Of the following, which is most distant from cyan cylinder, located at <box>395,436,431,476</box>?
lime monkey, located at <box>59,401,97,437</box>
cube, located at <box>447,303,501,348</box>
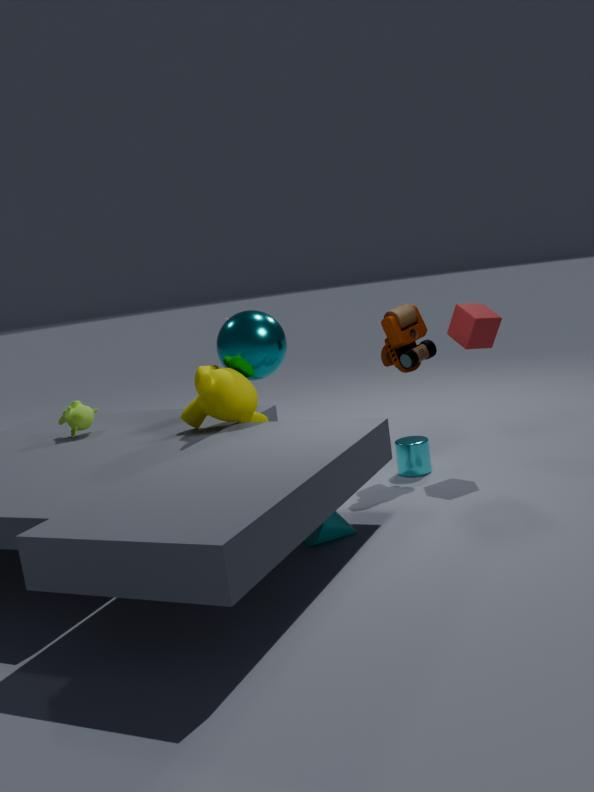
lime monkey, located at <box>59,401,97,437</box>
